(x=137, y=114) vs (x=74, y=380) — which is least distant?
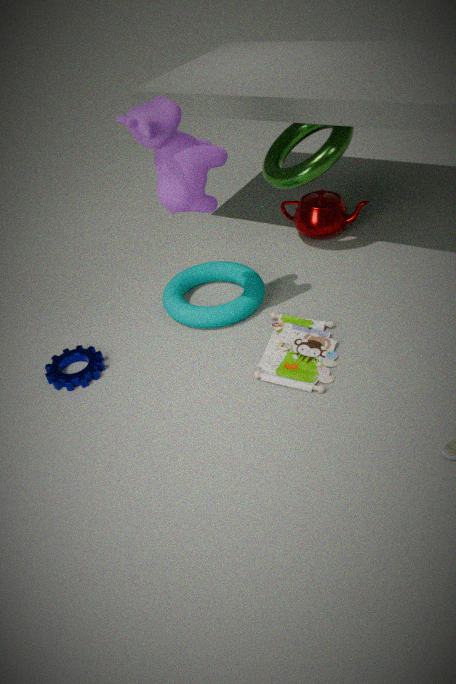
(x=137, y=114)
